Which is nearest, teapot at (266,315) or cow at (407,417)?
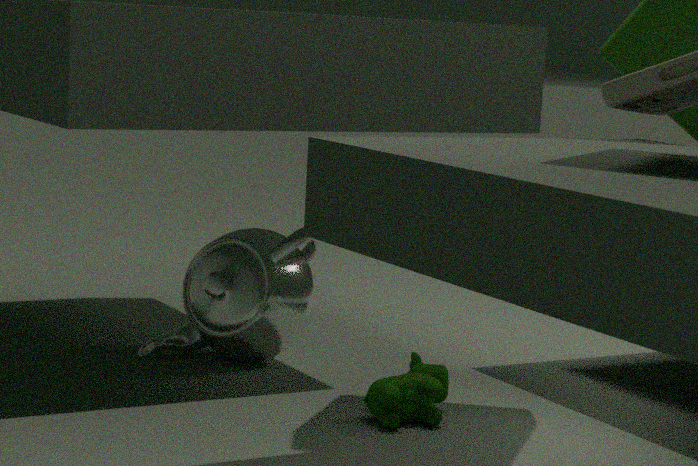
cow at (407,417)
